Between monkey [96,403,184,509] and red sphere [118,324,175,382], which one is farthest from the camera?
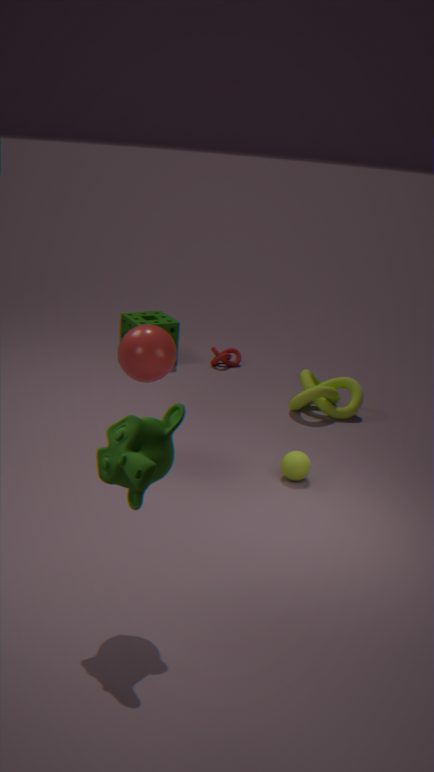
red sphere [118,324,175,382]
